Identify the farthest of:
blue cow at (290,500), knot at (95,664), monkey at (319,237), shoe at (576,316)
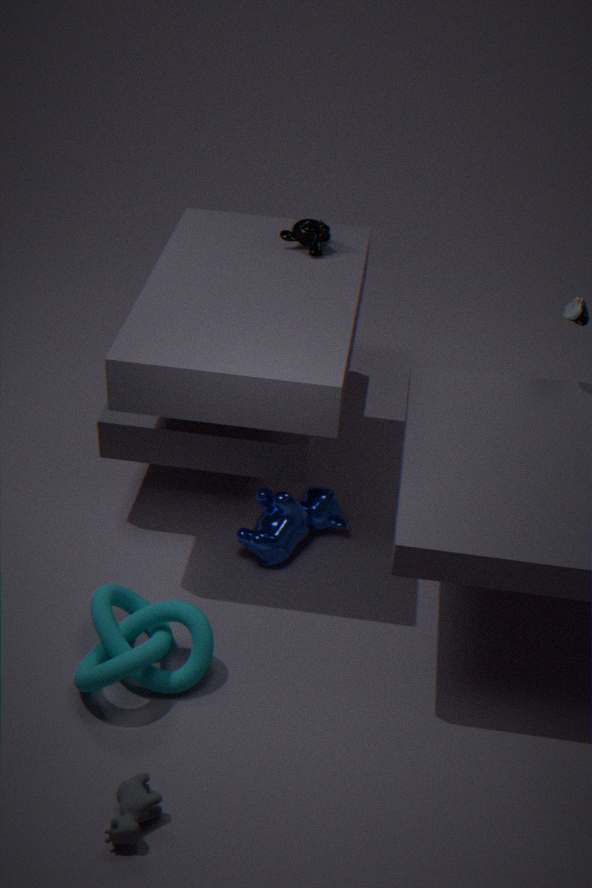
monkey at (319,237)
